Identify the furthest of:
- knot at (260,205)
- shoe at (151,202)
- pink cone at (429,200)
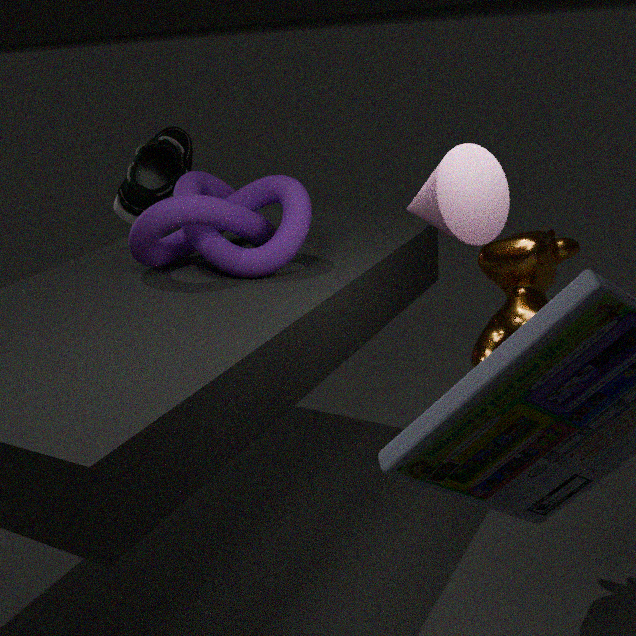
shoe at (151,202)
